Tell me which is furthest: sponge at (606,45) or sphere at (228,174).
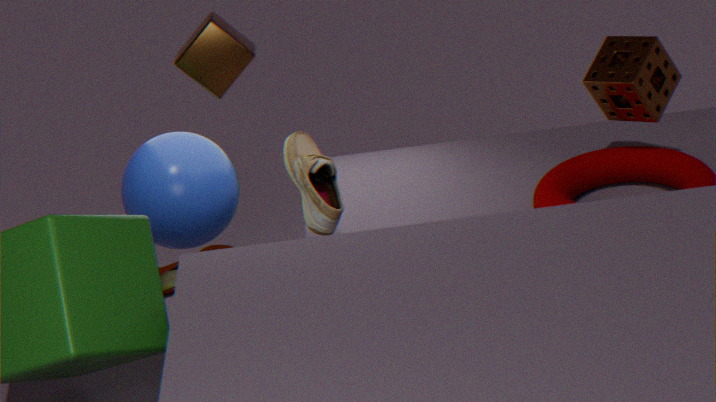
sphere at (228,174)
